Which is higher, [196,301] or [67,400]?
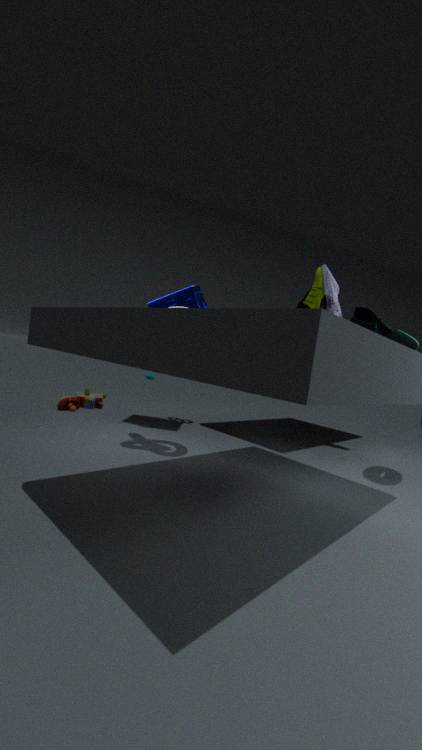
[196,301]
